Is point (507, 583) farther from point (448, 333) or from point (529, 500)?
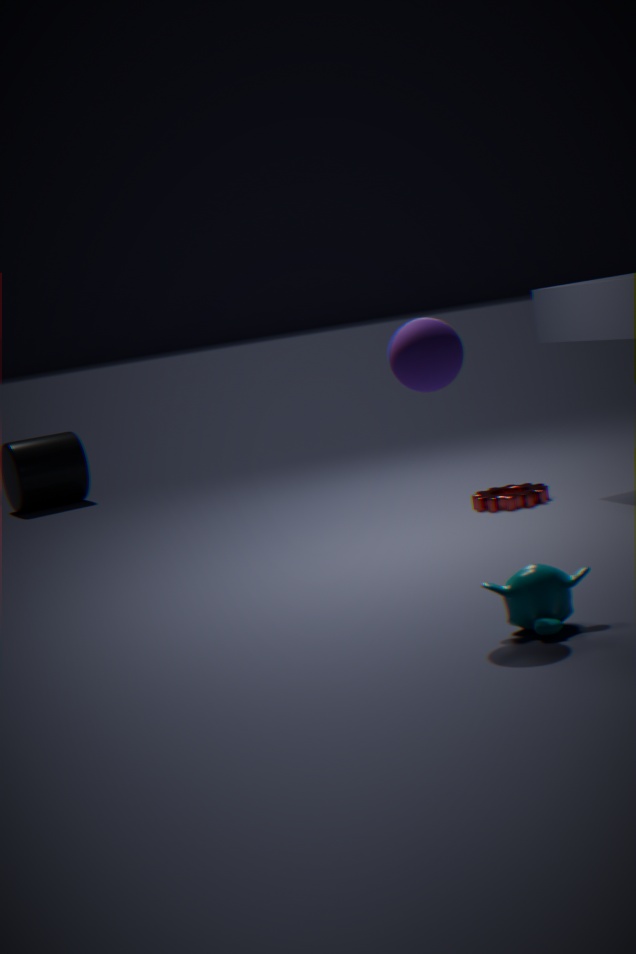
point (529, 500)
